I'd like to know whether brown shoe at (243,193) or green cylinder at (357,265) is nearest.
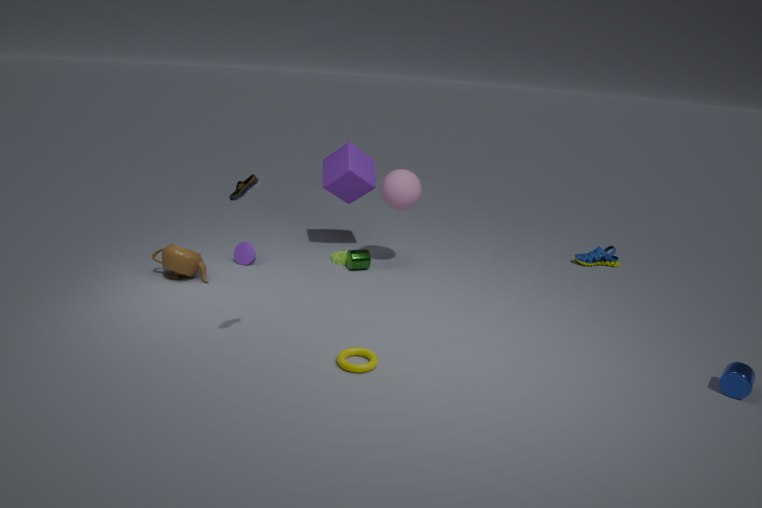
brown shoe at (243,193)
